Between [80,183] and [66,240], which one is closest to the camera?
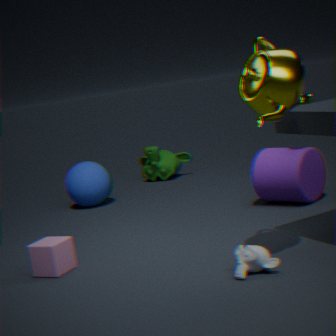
[66,240]
